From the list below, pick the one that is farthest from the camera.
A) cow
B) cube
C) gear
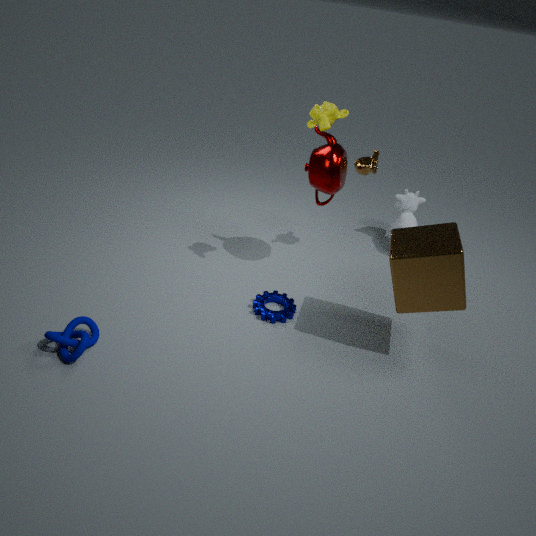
Answer: cow
